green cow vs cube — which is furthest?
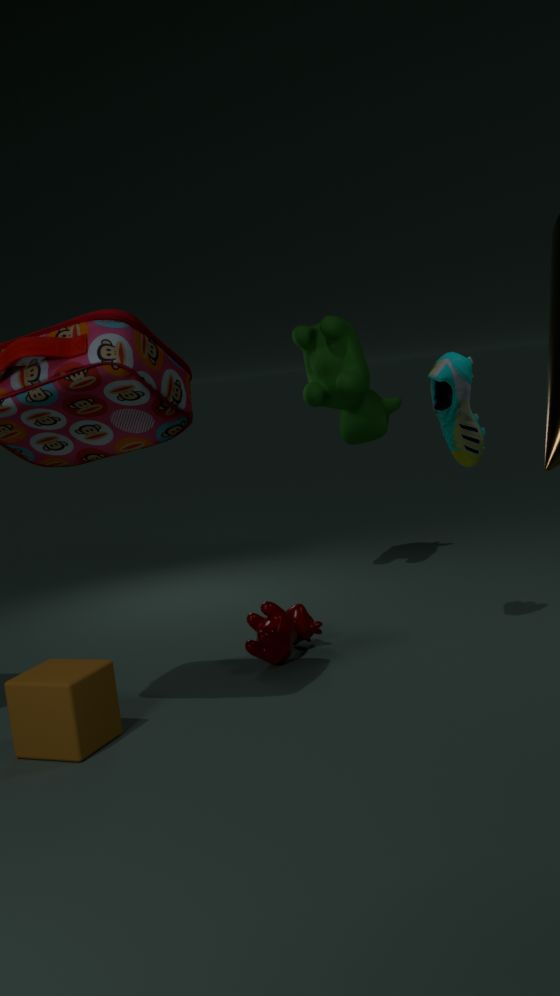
green cow
